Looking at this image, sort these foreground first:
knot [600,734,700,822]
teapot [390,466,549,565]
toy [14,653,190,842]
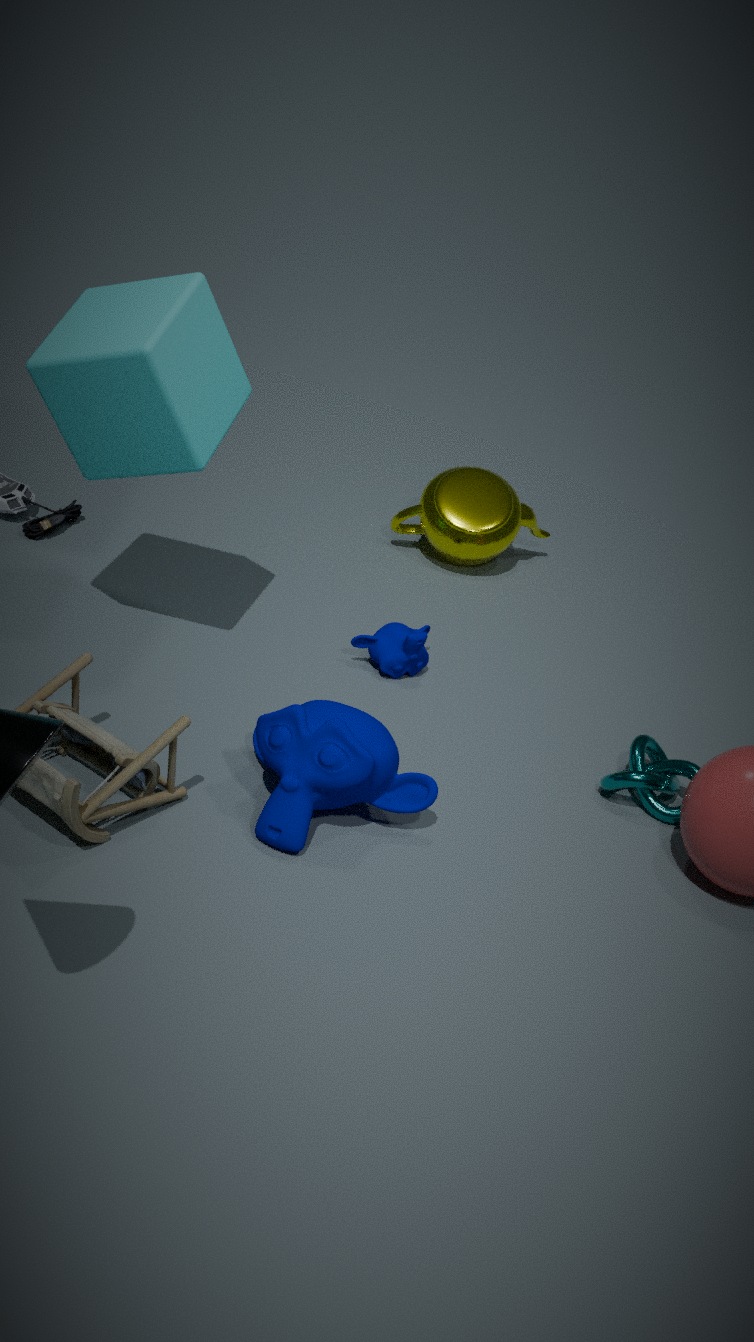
toy [14,653,190,842], knot [600,734,700,822], teapot [390,466,549,565]
